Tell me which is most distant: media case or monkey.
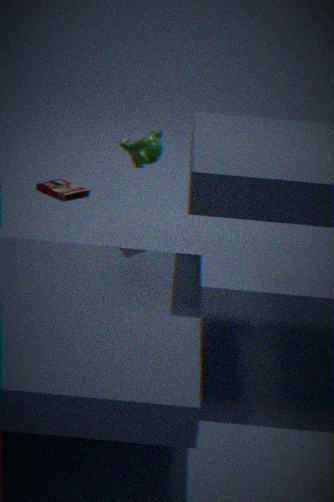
media case
